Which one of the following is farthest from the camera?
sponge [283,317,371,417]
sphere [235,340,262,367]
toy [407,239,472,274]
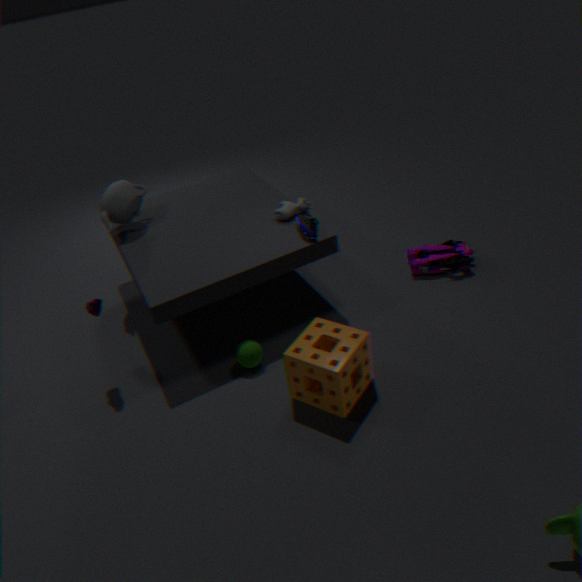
toy [407,239,472,274]
